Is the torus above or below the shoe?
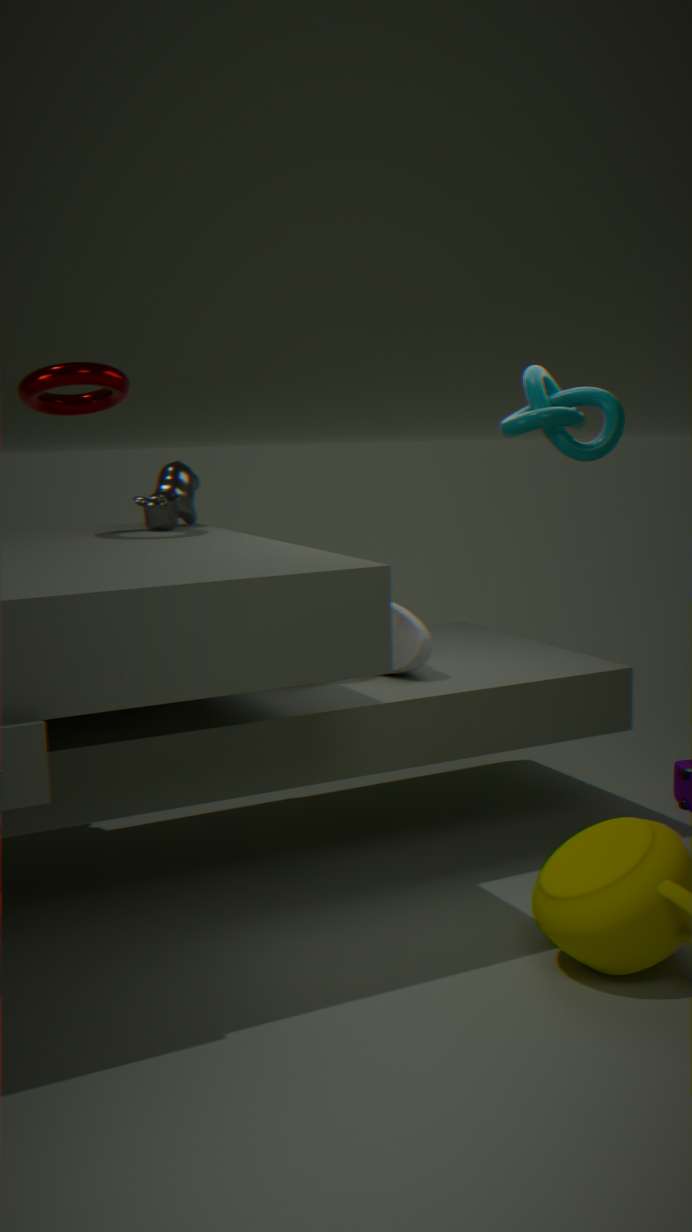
above
